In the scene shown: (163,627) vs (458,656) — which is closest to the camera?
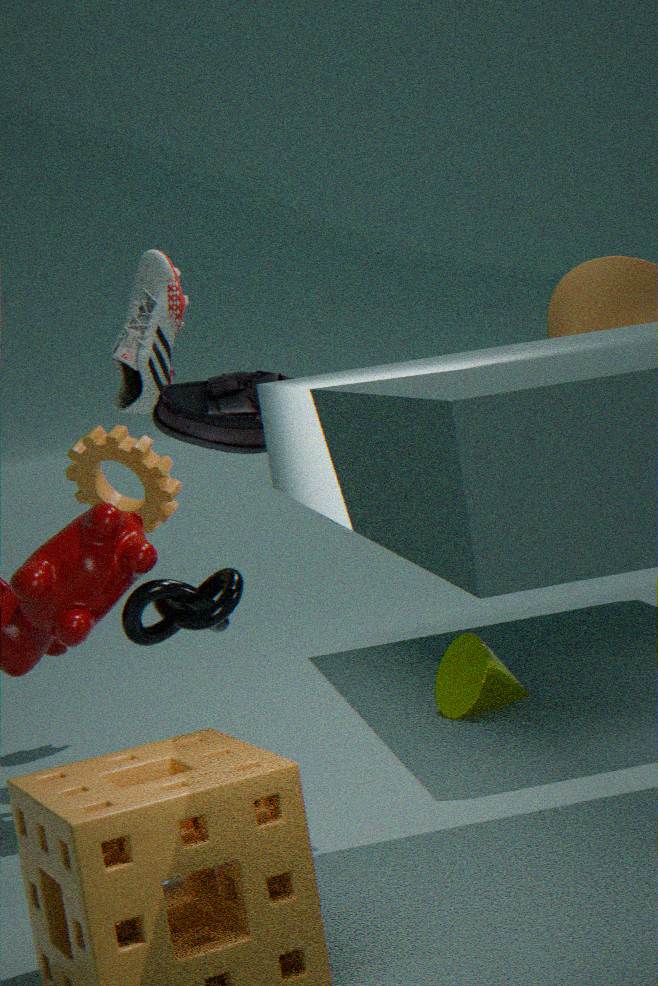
(163,627)
